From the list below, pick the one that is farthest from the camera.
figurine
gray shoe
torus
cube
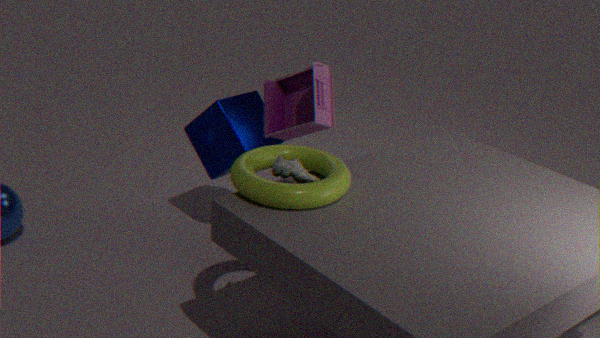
cube
